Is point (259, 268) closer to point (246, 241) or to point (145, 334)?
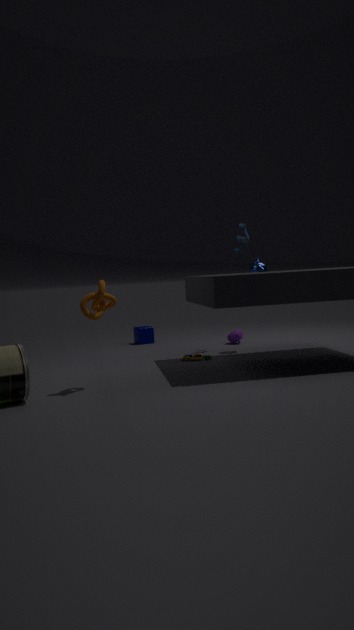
point (246, 241)
